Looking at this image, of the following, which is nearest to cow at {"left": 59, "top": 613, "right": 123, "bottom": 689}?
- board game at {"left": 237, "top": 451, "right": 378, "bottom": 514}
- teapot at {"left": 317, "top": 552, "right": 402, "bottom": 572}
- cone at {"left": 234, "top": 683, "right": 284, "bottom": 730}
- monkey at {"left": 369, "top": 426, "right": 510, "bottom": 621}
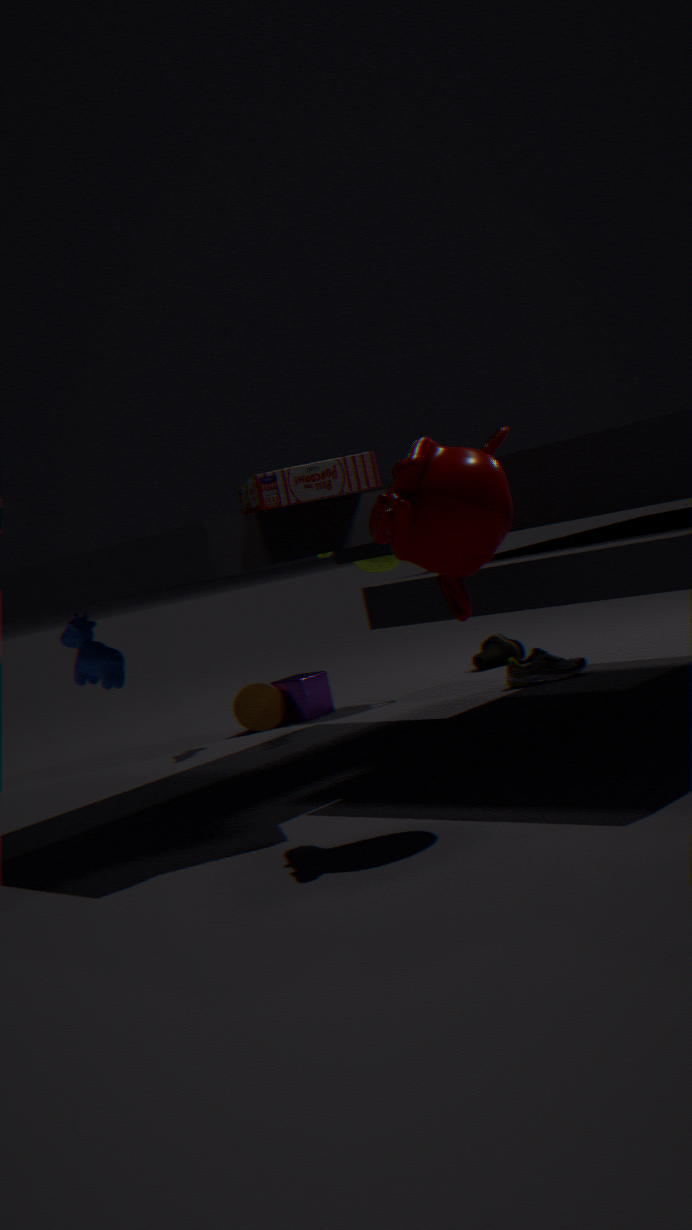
board game at {"left": 237, "top": 451, "right": 378, "bottom": 514}
